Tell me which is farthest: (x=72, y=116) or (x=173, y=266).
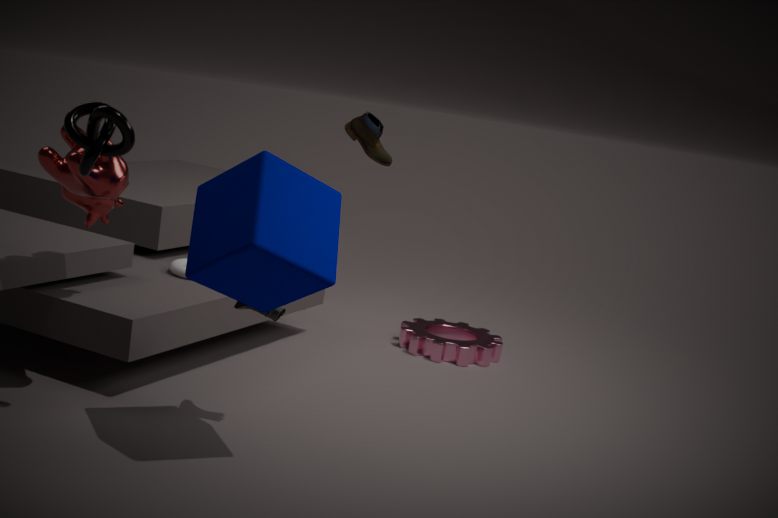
(x=173, y=266)
